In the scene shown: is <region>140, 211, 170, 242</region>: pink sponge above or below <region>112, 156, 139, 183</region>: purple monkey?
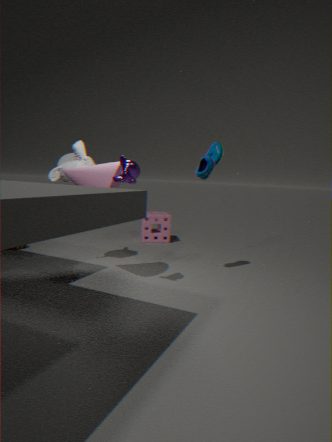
below
